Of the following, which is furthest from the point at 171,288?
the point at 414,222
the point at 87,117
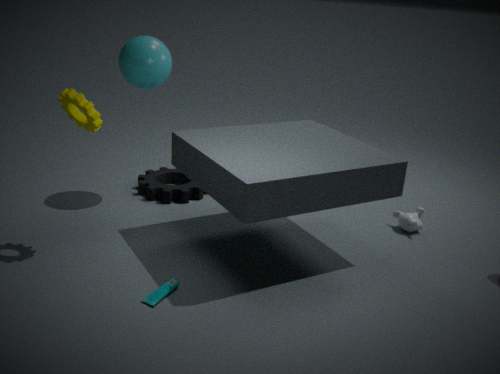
the point at 414,222
